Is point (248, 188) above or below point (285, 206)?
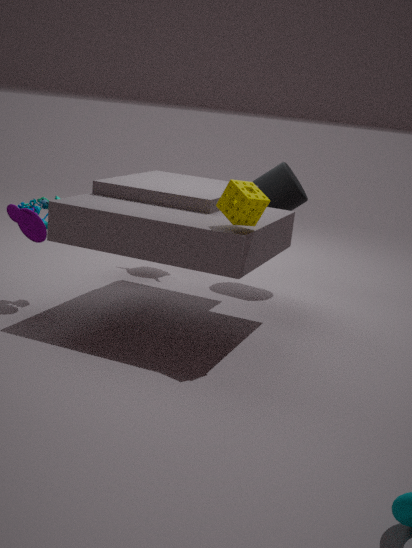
above
